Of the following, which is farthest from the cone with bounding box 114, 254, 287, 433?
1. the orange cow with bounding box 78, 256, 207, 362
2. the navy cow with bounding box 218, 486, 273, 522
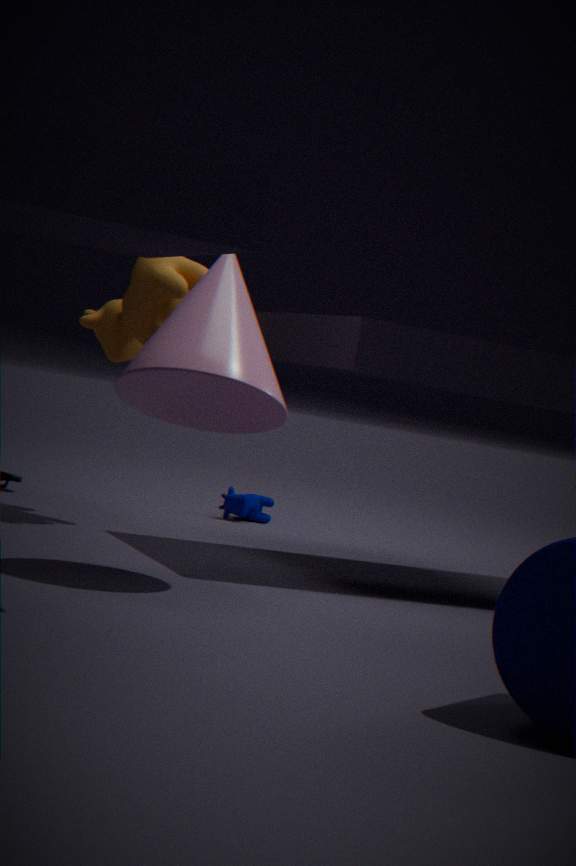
the navy cow with bounding box 218, 486, 273, 522
